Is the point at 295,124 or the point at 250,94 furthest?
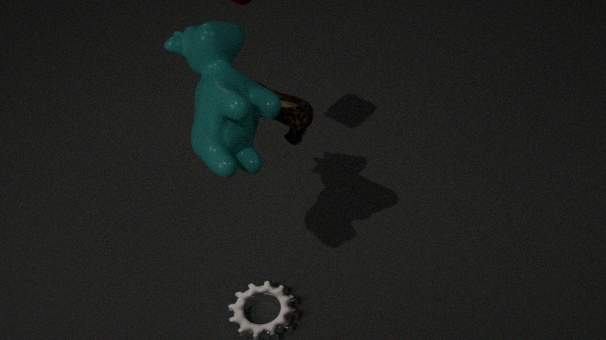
the point at 295,124
